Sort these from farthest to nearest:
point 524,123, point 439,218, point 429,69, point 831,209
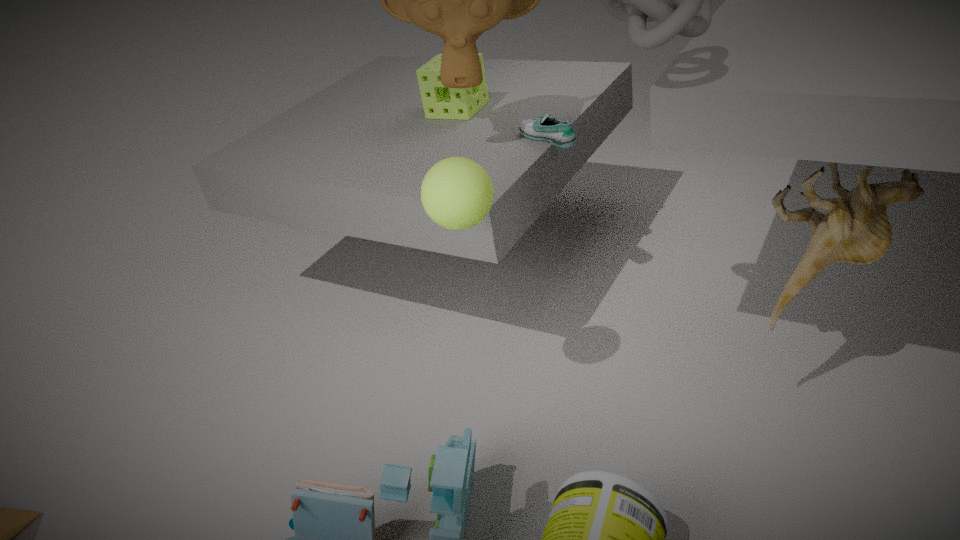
point 429,69 < point 524,123 < point 439,218 < point 831,209
